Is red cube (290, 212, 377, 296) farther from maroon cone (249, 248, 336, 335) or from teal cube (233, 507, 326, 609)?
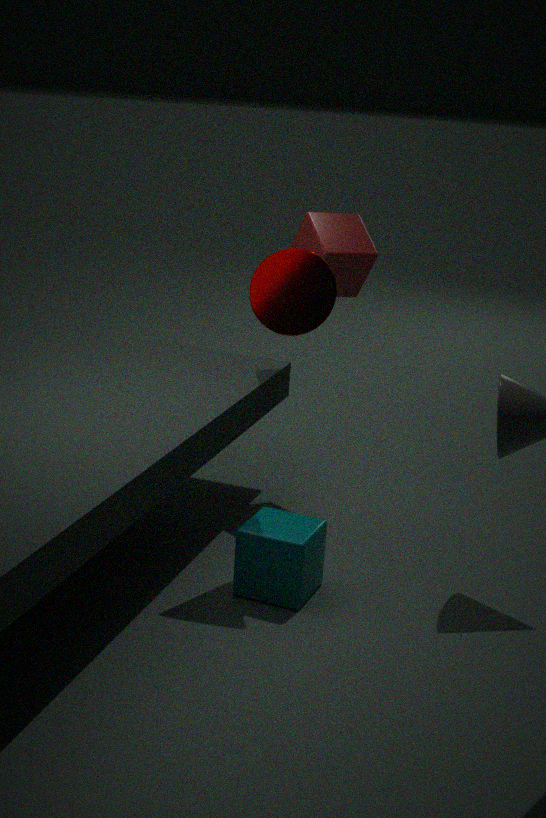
teal cube (233, 507, 326, 609)
